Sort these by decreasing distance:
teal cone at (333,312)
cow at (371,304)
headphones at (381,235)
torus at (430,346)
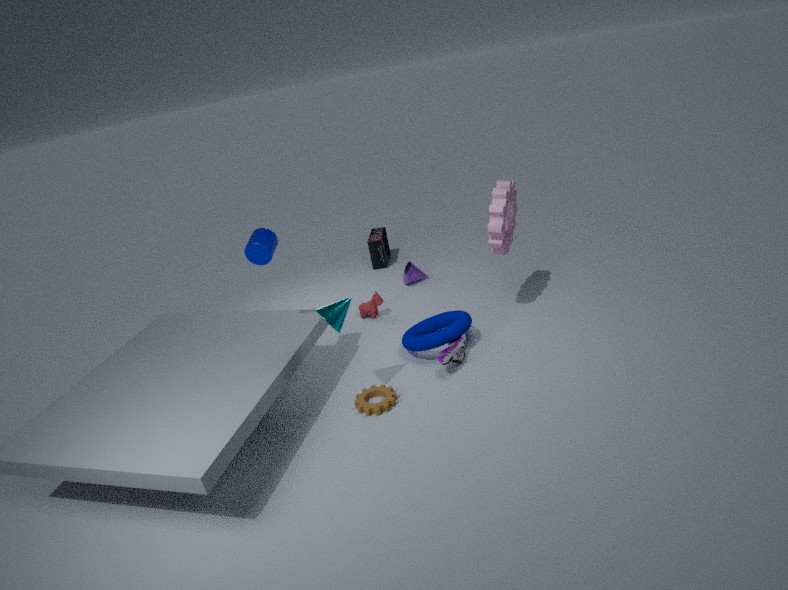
headphones at (381,235), cow at (371,304), torus at (430,346), teal cone at (333,312)
